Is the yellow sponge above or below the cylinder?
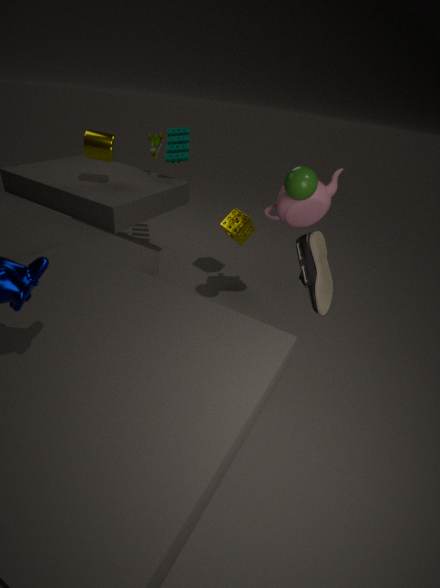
below
